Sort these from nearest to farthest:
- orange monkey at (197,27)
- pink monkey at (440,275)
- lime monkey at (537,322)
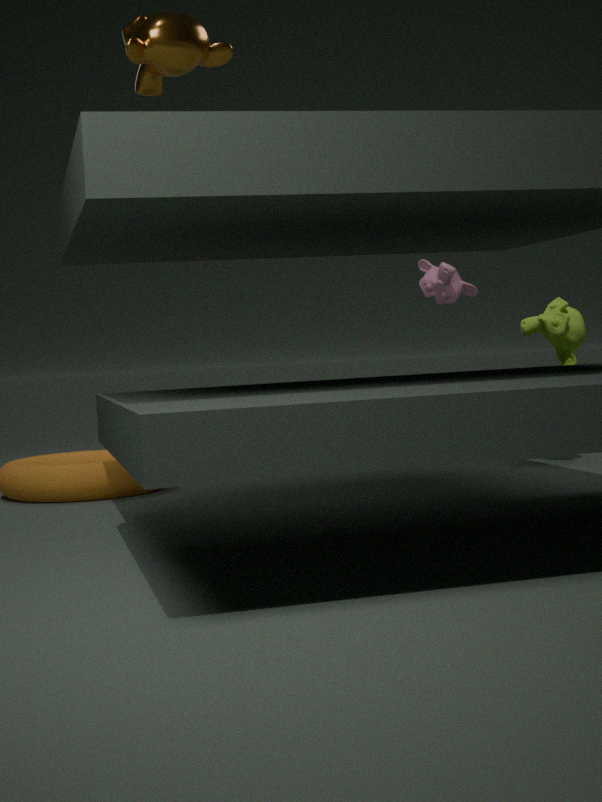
orange monkey at (197,27) < lime monkey at (537,322) < pink monkey at (440,275)
